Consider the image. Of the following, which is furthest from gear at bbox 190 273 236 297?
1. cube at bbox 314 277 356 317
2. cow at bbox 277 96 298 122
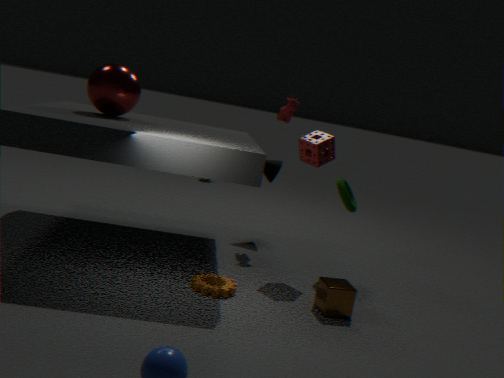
cow at bbox 277 96 298 122
